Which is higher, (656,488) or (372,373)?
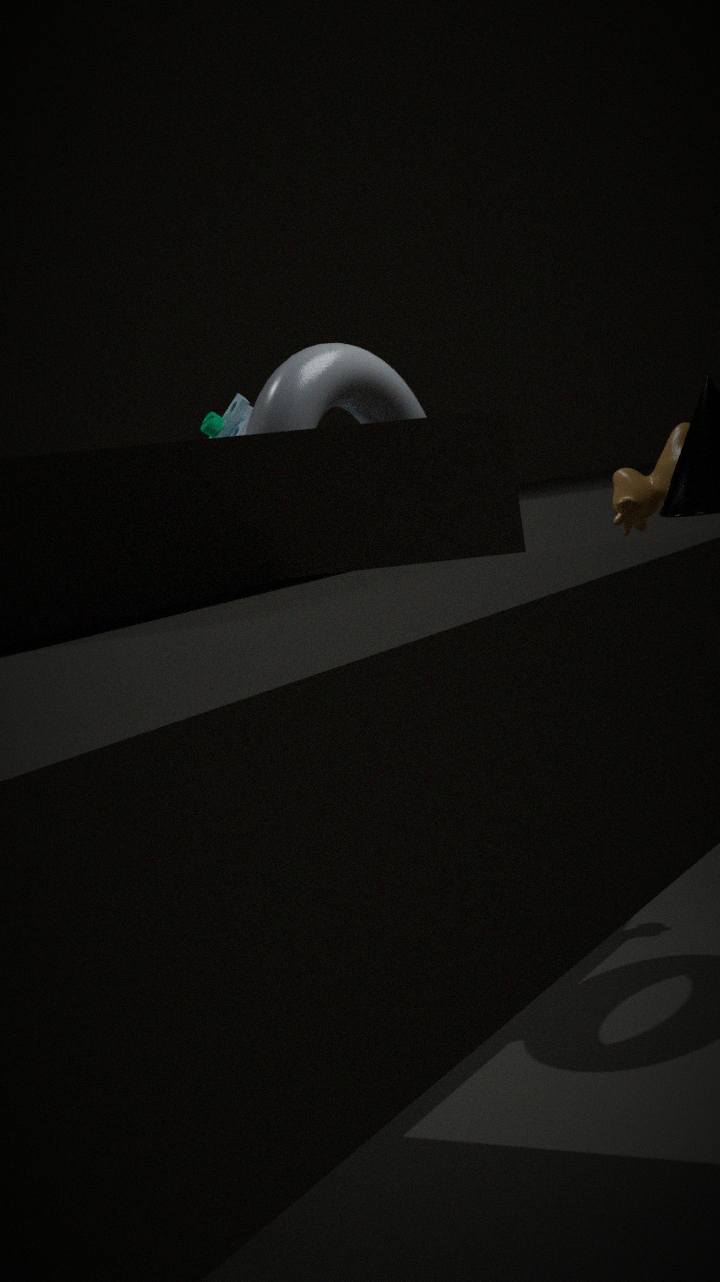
(372,373)
